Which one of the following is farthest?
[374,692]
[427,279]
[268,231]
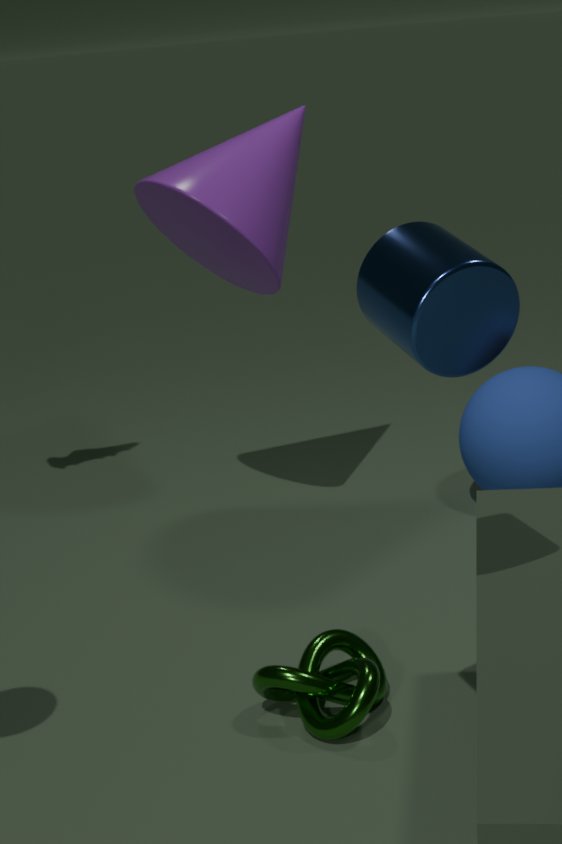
[268,231]
